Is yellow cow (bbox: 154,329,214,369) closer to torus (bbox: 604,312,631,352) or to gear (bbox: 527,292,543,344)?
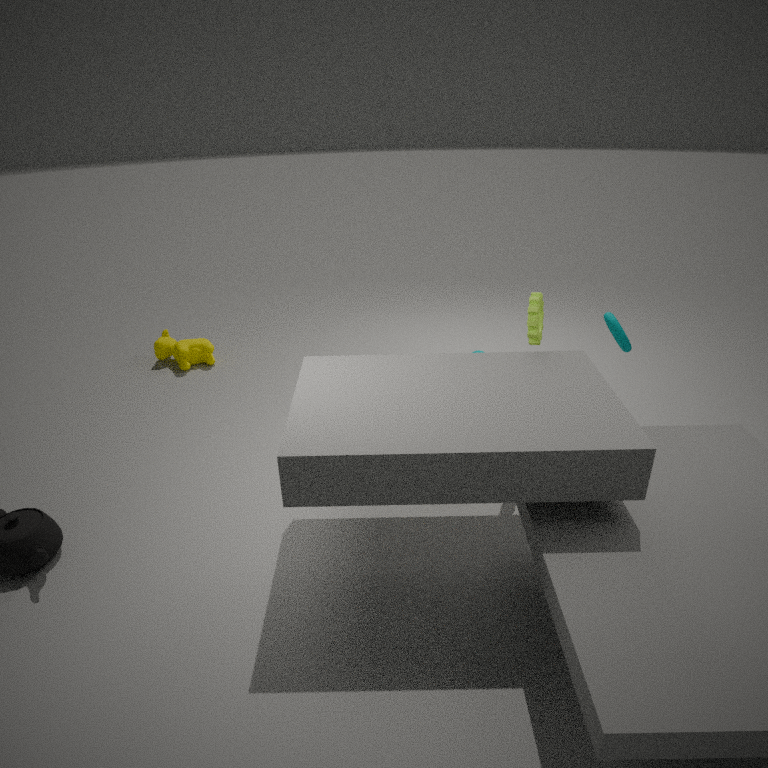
gear (bbox: 527,292,543,344)
